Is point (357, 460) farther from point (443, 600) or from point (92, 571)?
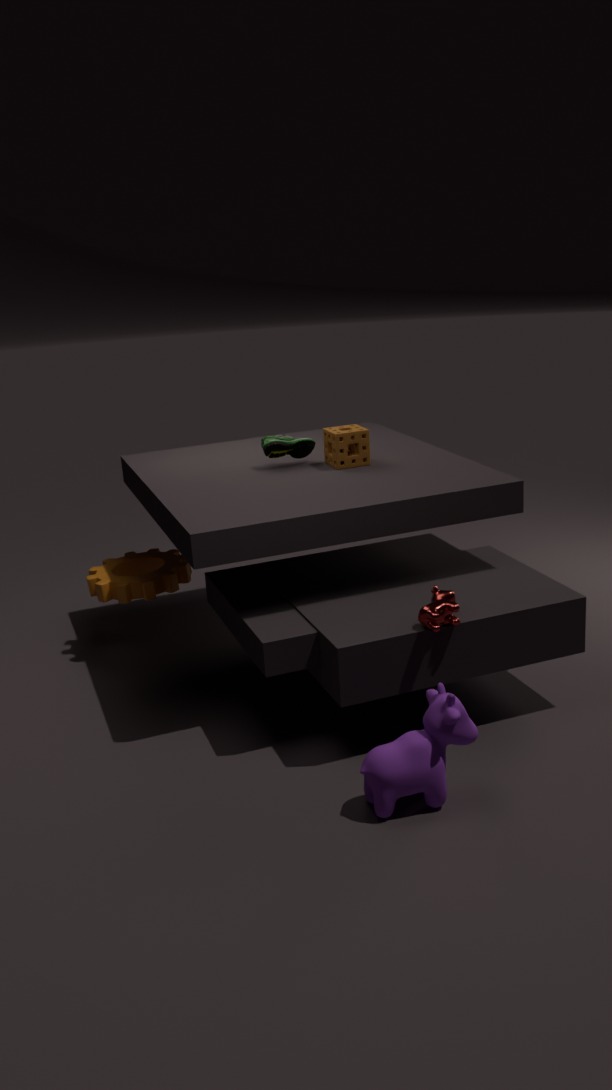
point (92, 571)
